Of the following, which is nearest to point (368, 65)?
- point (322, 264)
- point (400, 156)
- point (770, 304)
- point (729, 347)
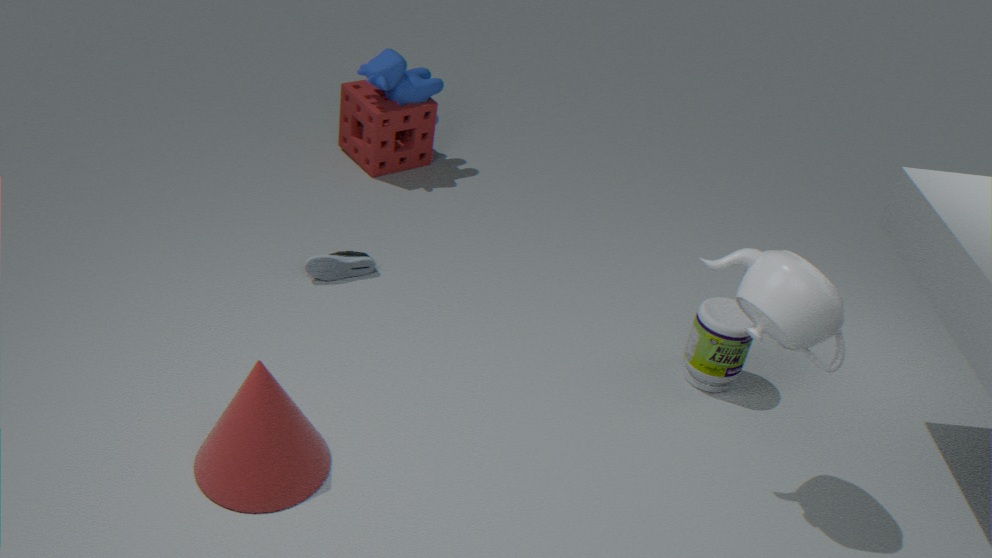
point (400, 156)
